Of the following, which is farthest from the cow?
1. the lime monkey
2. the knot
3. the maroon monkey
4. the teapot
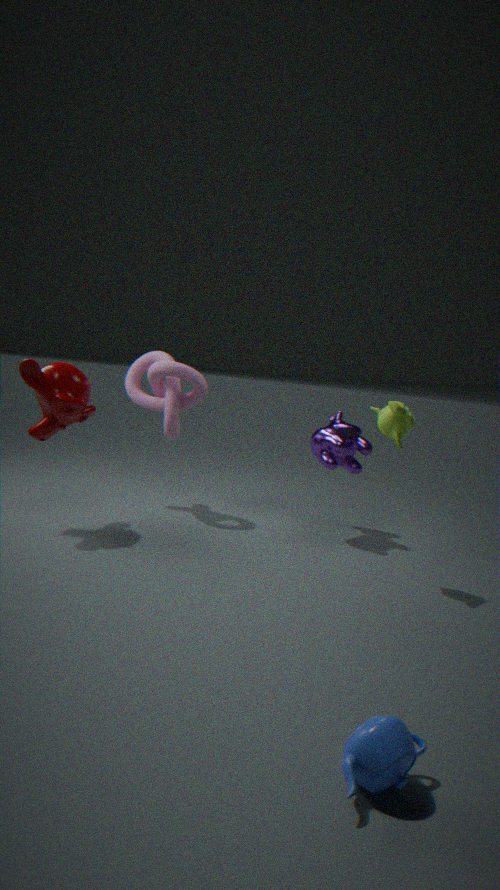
the teapot
